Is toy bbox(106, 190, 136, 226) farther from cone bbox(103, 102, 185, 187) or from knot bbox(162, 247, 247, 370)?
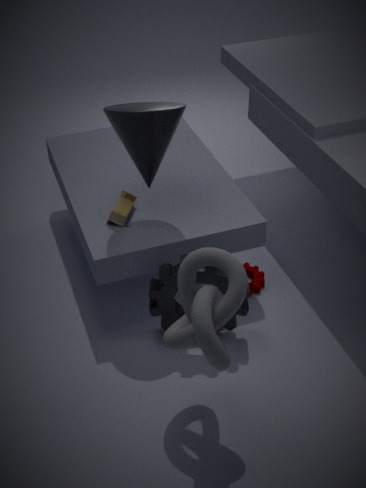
→ knot bbox(162, 247, 247, 370)
